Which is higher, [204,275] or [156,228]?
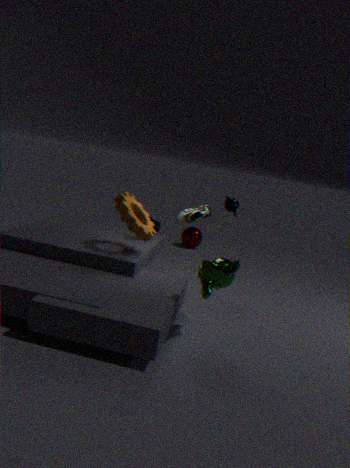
[156,228]
